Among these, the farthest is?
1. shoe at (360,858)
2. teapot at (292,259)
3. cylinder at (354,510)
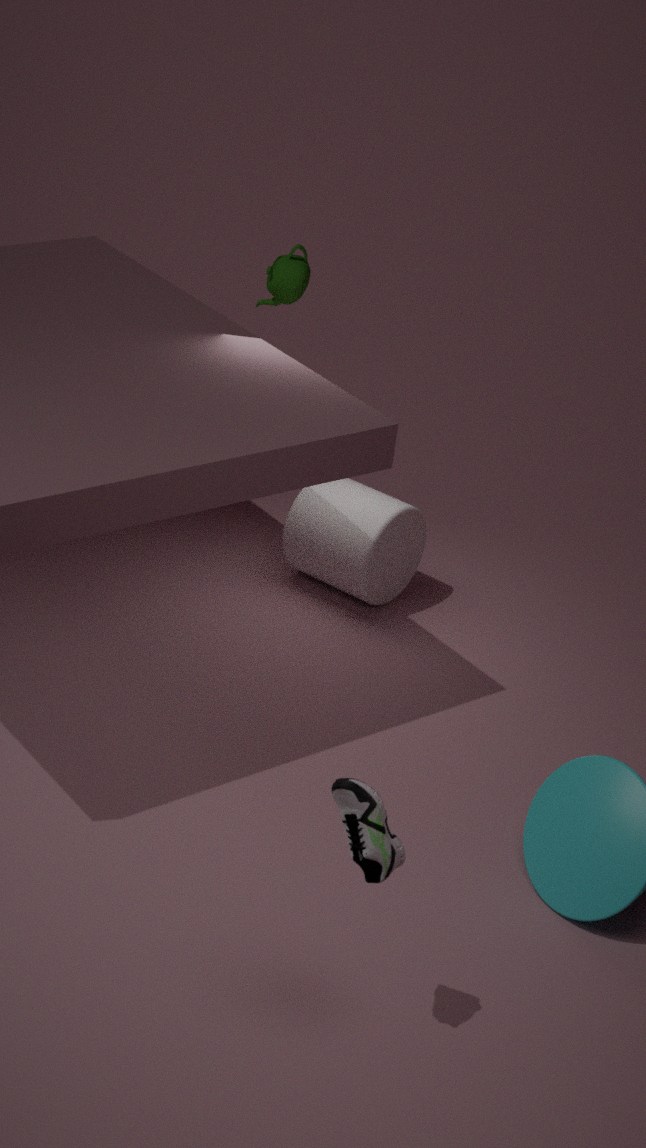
cylinder at (354,510)
